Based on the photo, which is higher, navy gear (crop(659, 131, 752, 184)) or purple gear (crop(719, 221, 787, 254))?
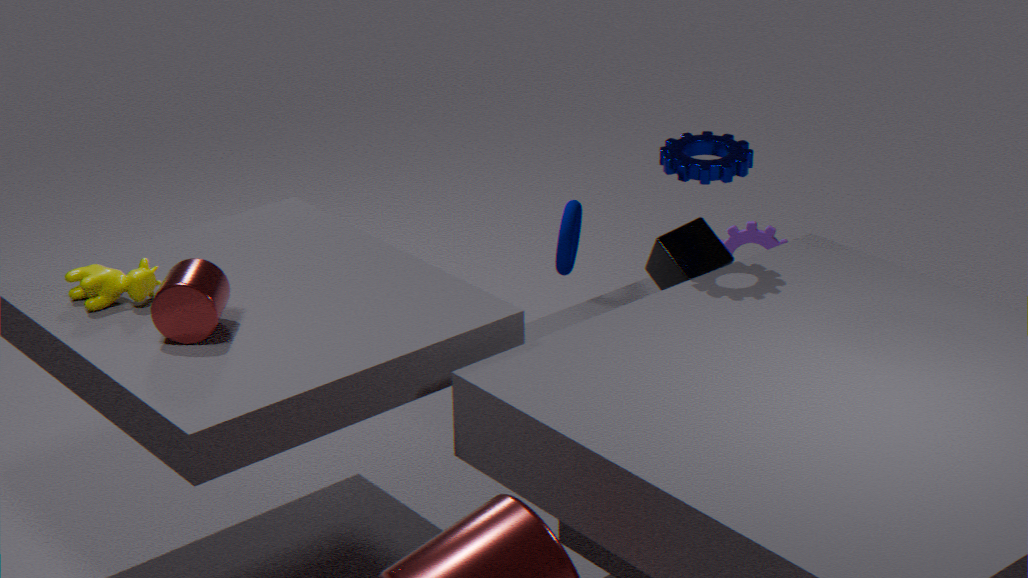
navy gear (crop(659, 131, 752, 184))
